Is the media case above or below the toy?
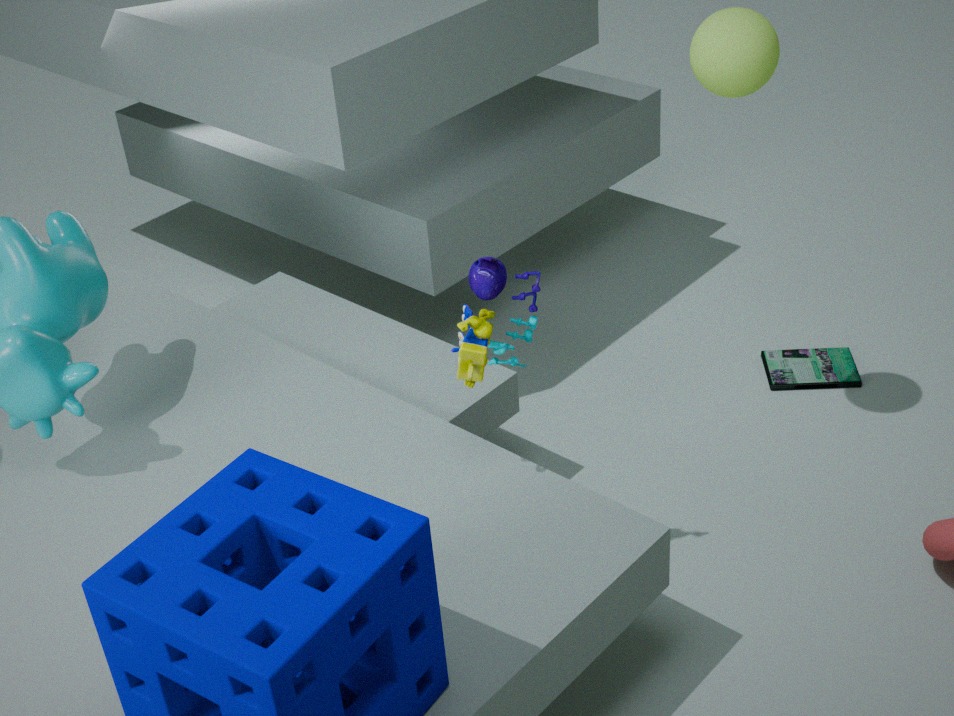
below
